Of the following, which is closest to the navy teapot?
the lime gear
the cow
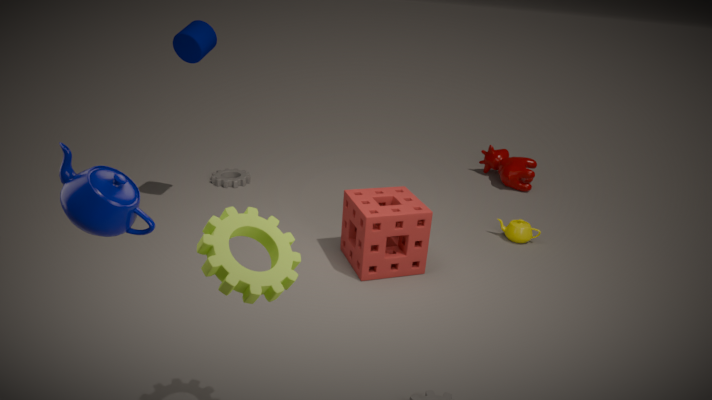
the lime gear
